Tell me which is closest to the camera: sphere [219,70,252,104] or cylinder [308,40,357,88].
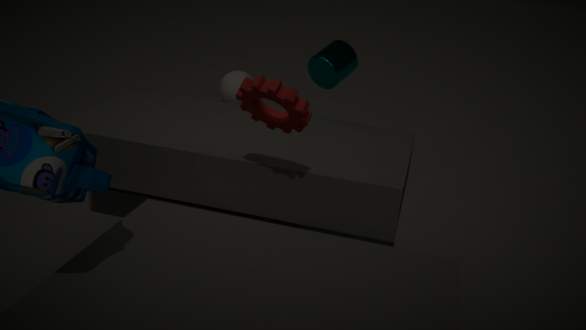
cylinder [308,40,357,88]
